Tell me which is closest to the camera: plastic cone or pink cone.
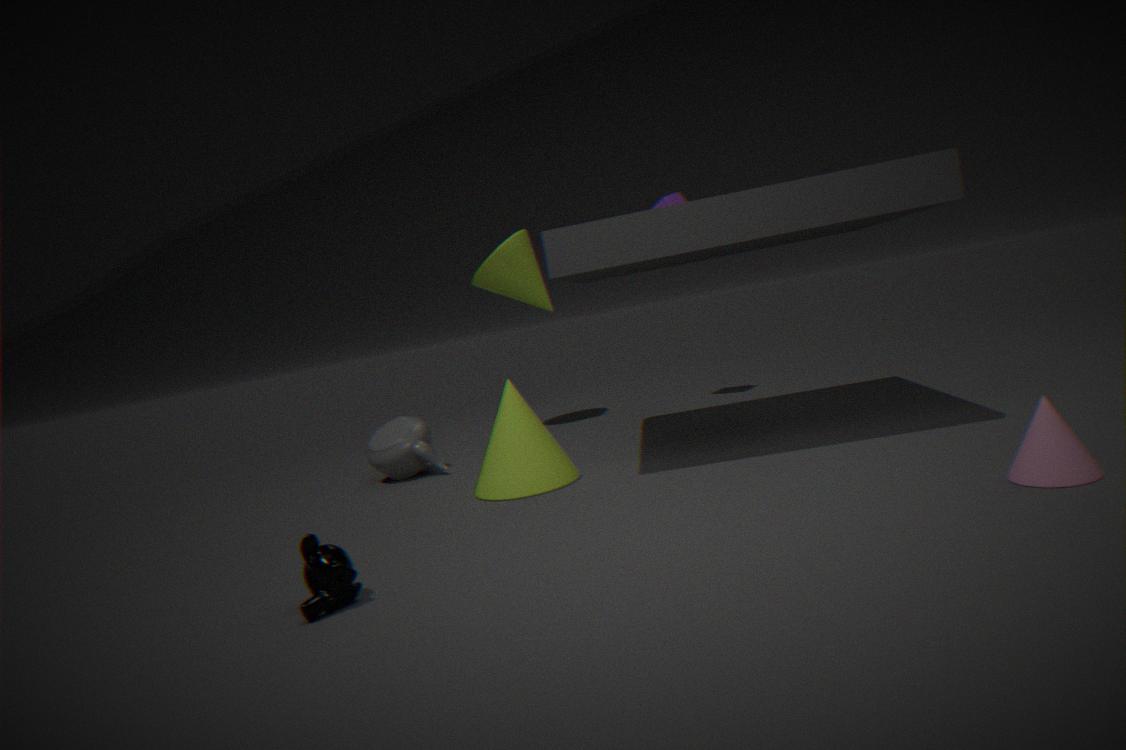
pink cone
